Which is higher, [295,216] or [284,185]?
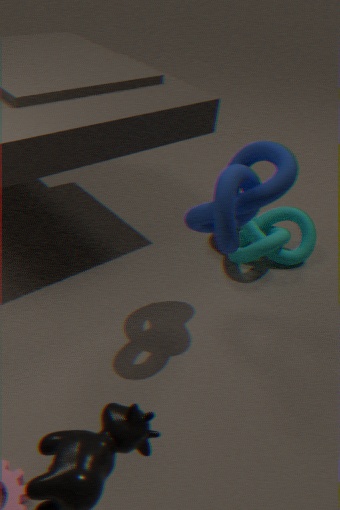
[284,185]
